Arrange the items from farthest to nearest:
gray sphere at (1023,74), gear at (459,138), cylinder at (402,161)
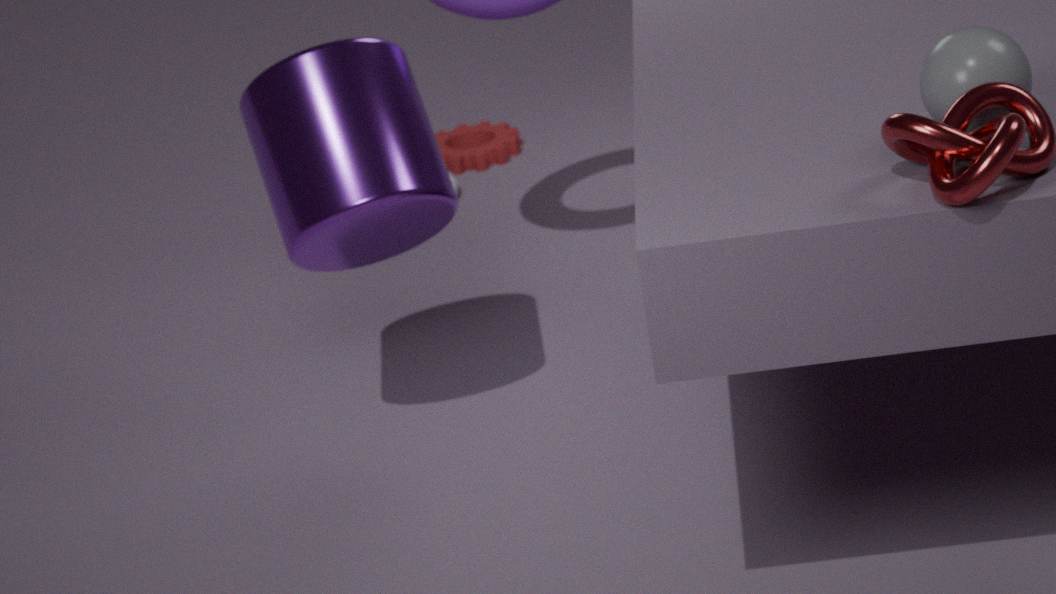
gear at (459,138) < cylinder at (402,161) < gray sphere at (1023,74)
